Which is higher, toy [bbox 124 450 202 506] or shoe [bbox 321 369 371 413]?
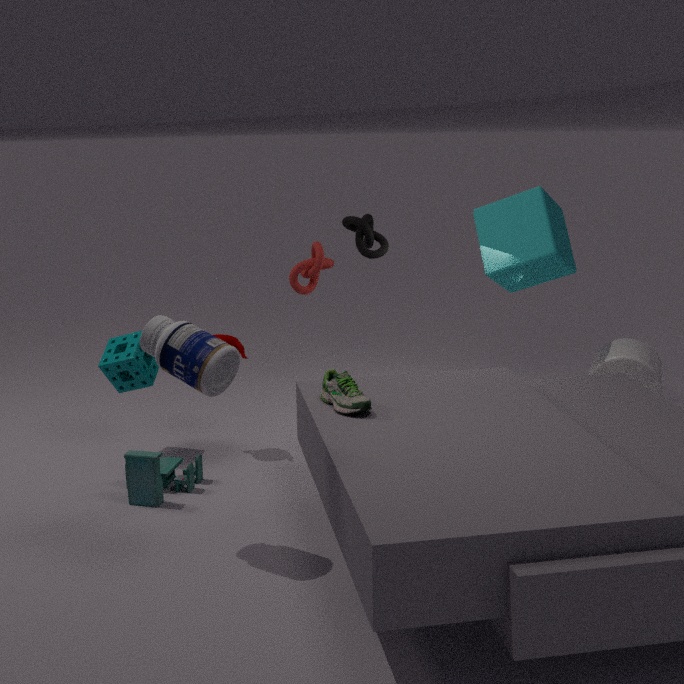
shoe [bbox 321 369 371 413]
